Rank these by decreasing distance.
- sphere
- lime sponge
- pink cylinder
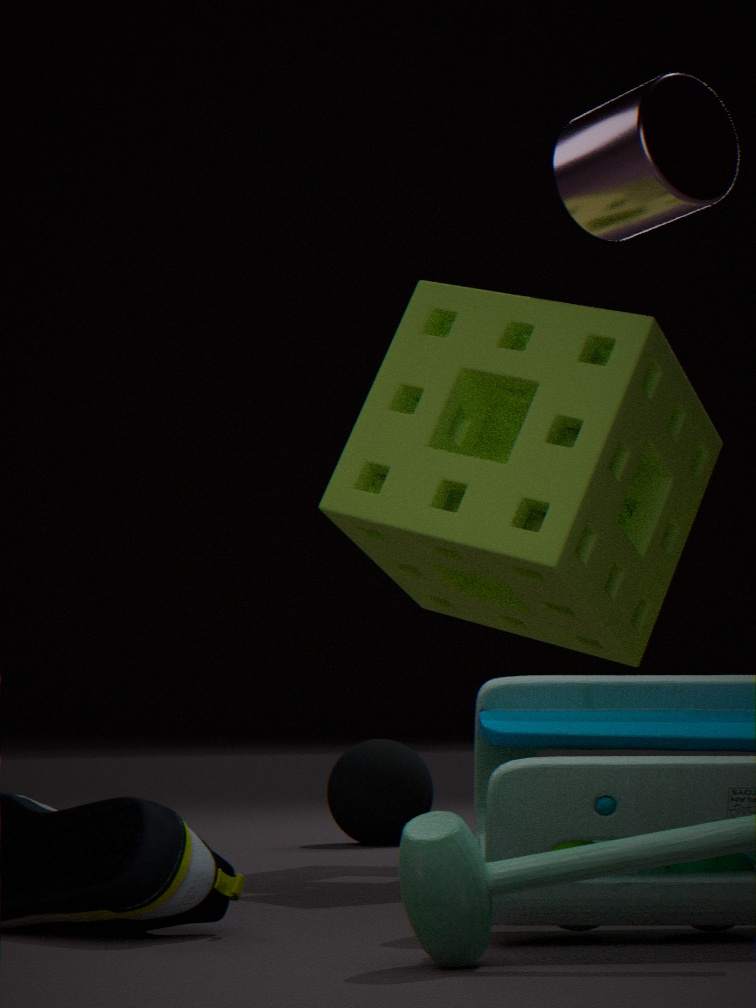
sphere < pink cylinder < lime sponge
